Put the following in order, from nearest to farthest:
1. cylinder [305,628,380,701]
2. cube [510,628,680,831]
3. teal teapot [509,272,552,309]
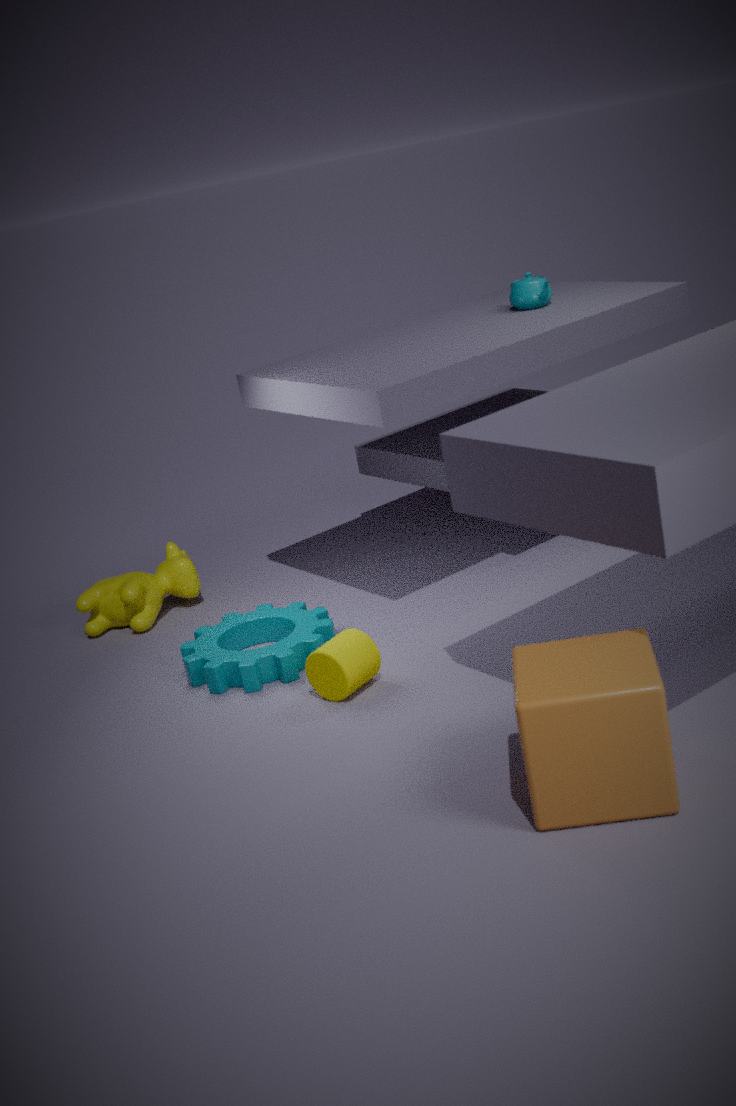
cube [510,628,680,831] < cylinder [305,628,380,701] < teal teapot [509,272,552,309]
